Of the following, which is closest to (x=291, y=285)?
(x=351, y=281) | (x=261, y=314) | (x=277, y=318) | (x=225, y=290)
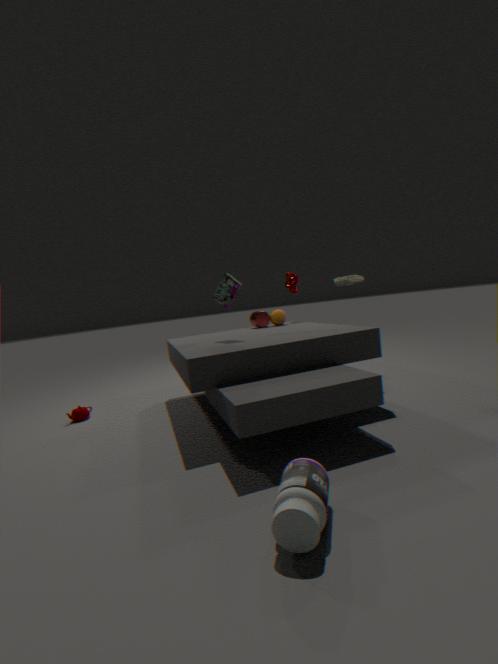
(x=277, y=318)
